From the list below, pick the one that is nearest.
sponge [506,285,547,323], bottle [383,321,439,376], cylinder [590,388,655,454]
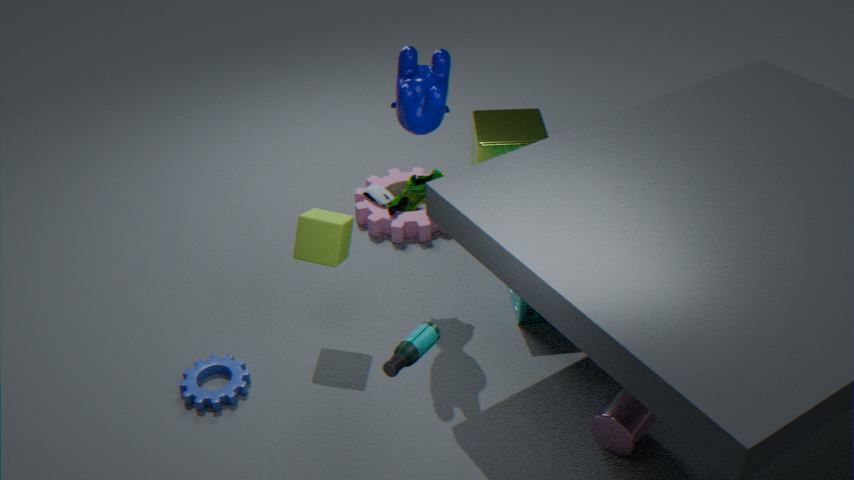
bottle [383,321,439,376]
